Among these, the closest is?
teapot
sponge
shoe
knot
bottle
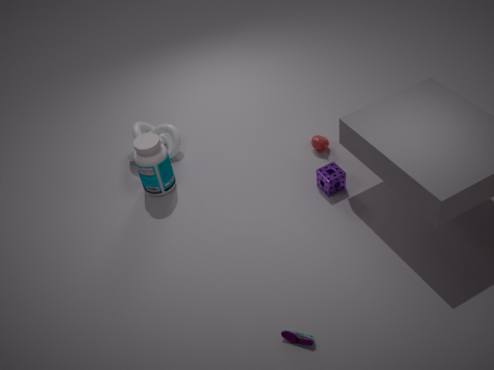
shoe
